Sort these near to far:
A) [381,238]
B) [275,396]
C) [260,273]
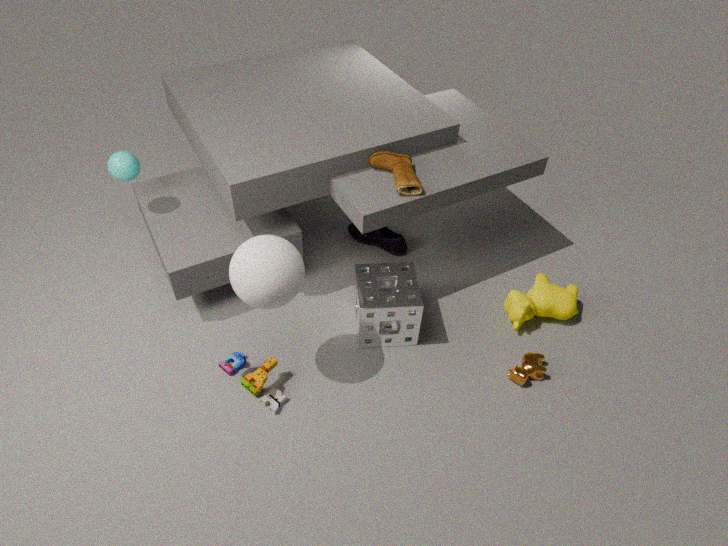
[260,273] < [275,396] < [381,238]
